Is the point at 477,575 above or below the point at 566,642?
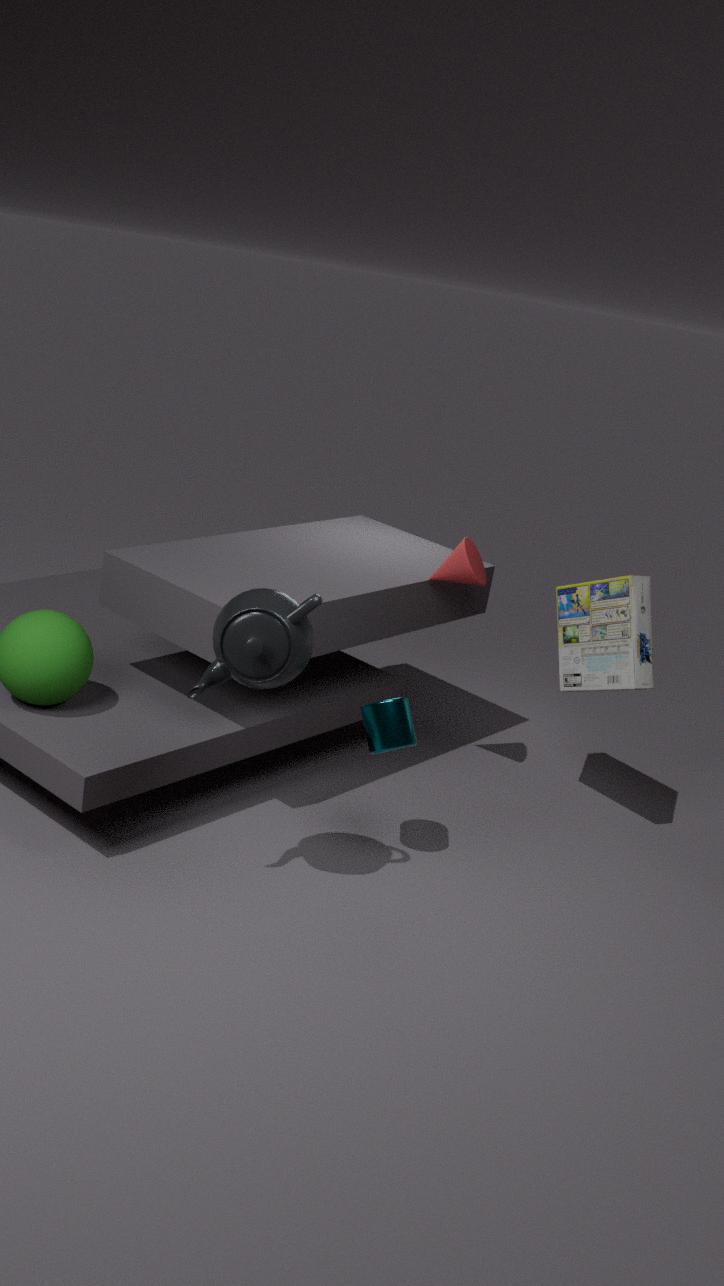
above
